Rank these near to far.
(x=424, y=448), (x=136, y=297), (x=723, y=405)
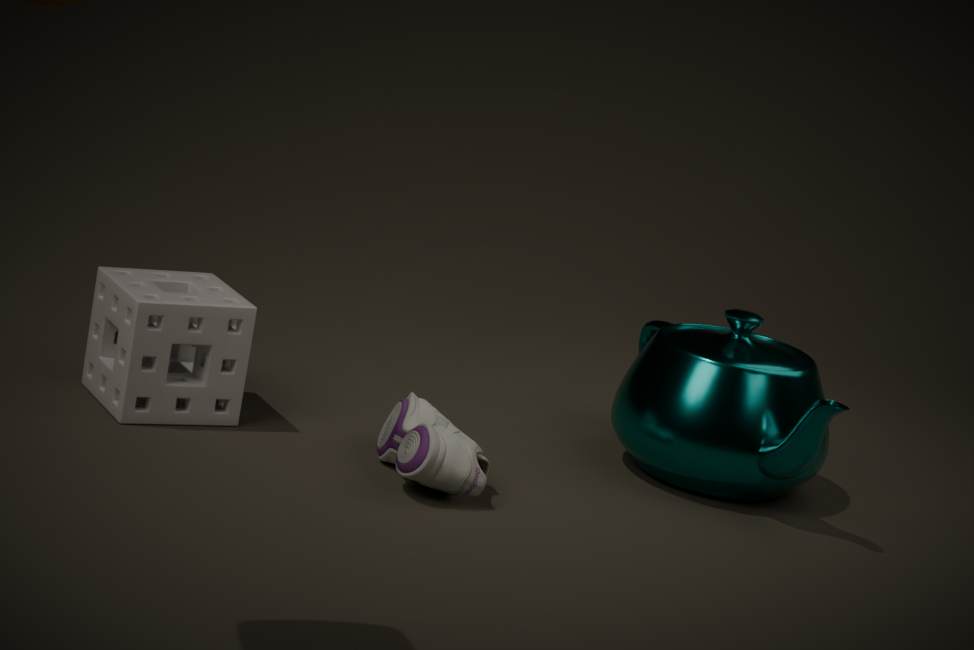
(x=424, y=448)
(x=136, y=297)
(x=723, y=405)
